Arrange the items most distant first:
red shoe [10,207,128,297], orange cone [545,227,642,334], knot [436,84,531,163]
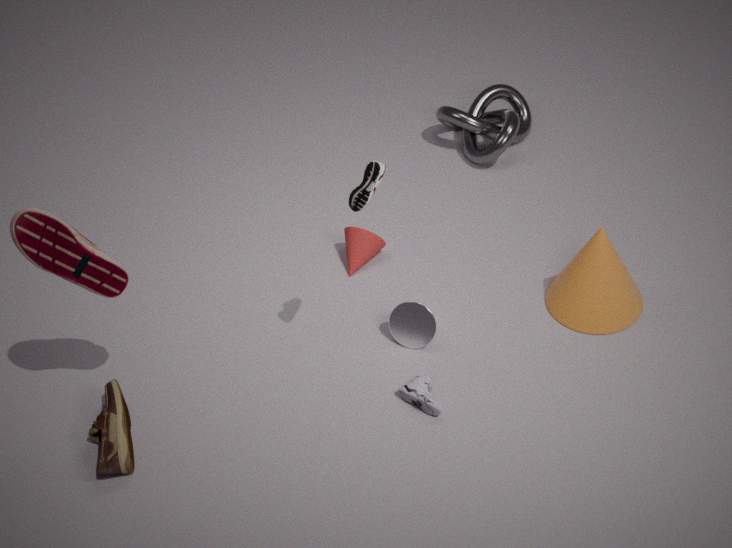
knot [436,84,531,163], orange cone [545,227,642,334], red shoe [10,207,128,297]
